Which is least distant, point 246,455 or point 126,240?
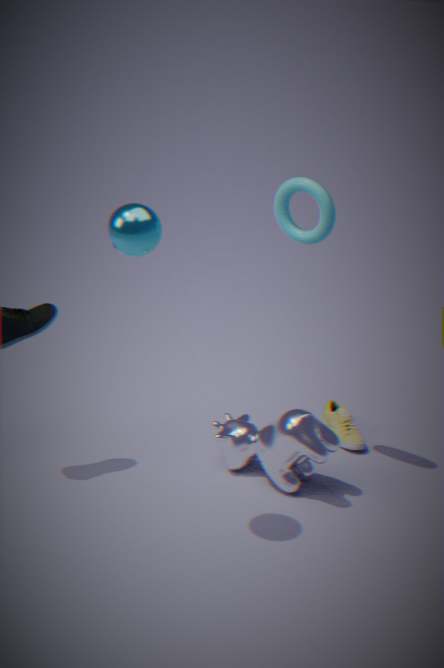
point 126,240
